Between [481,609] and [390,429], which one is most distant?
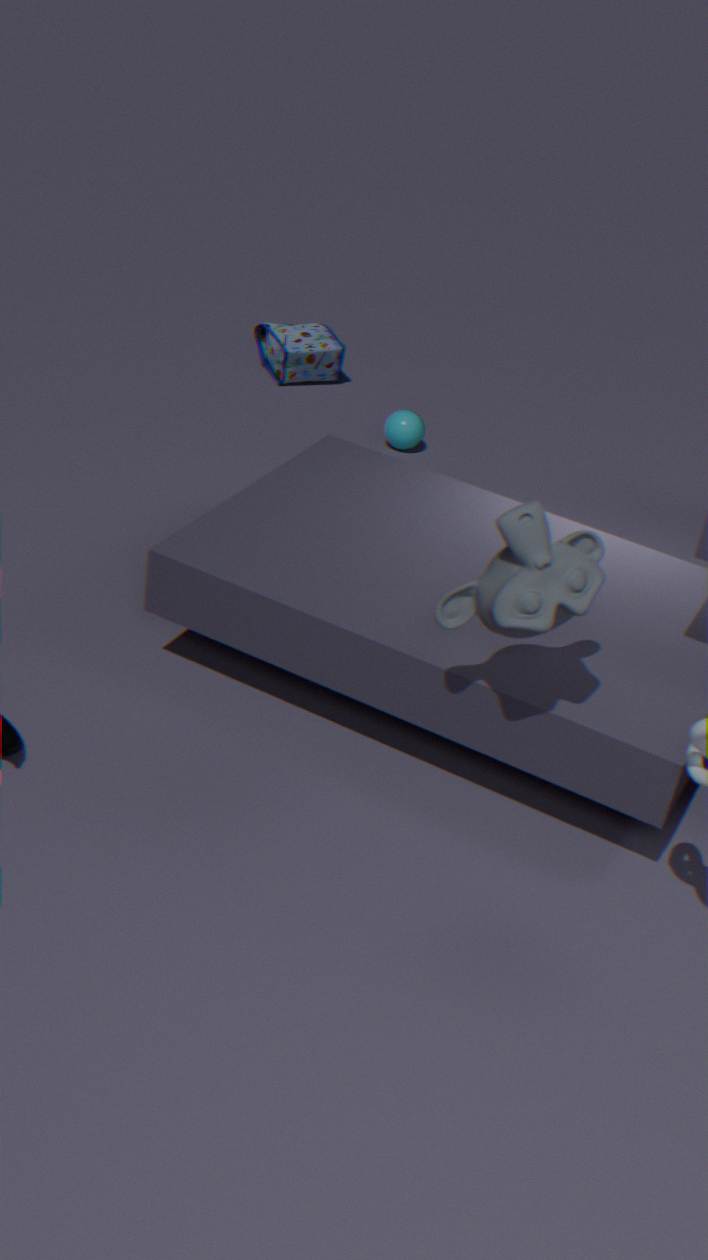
[390,429]
